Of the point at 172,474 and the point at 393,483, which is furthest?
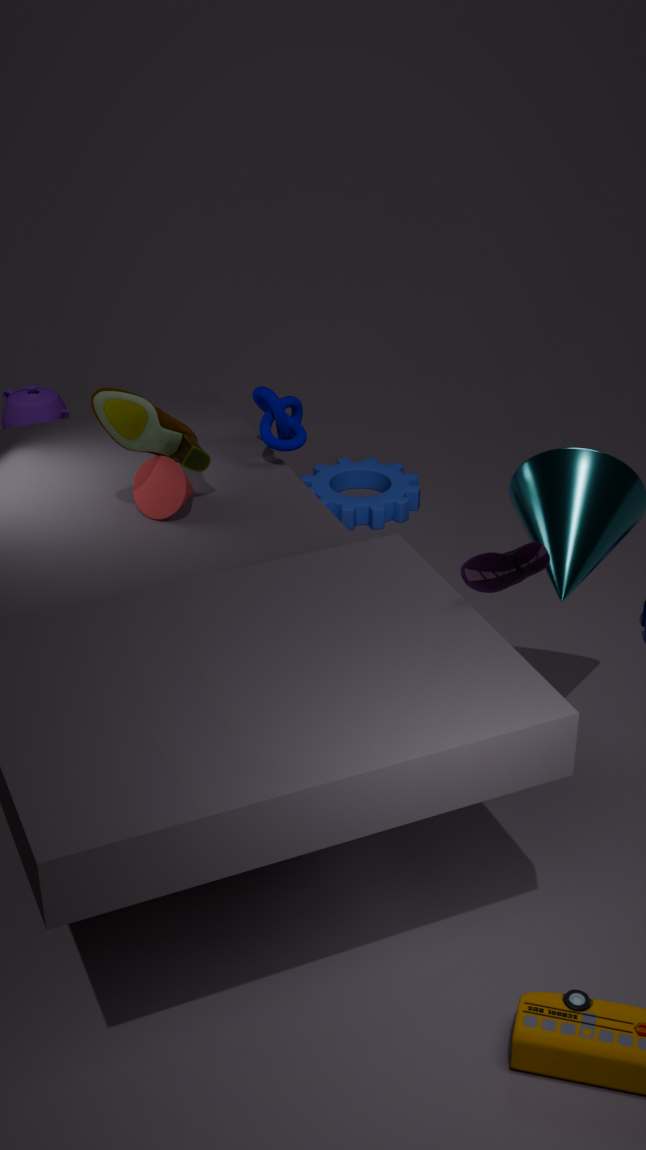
the point at 393,483
